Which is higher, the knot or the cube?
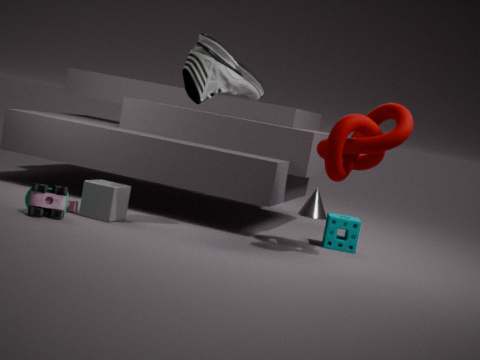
the knot
